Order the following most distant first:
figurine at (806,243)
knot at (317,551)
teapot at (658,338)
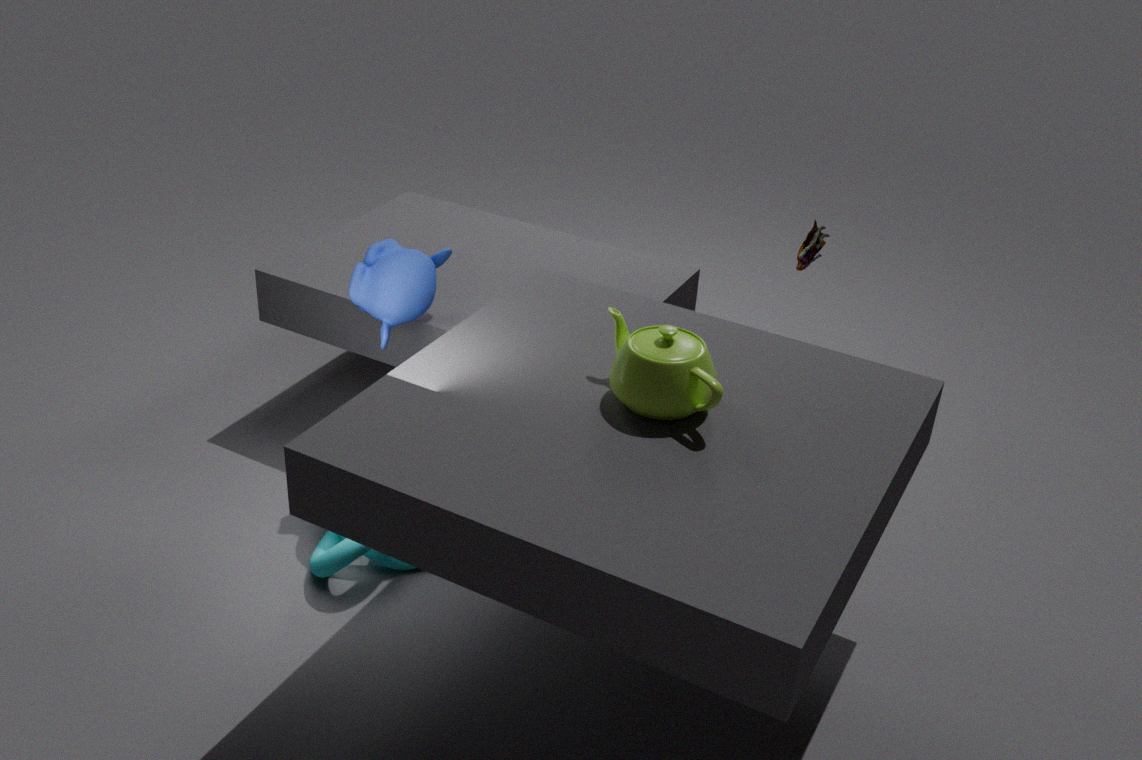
1. figurine at (806,243)
2. knot at (317,551)
3. teapot at (658,338)
